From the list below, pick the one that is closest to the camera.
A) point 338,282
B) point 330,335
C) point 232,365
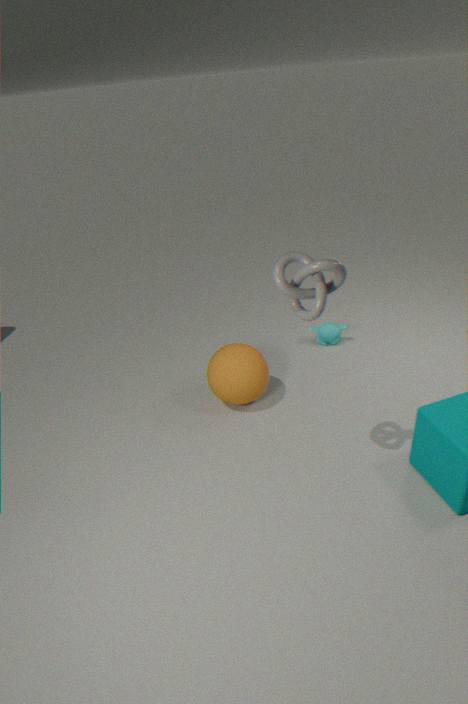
point 338,282
